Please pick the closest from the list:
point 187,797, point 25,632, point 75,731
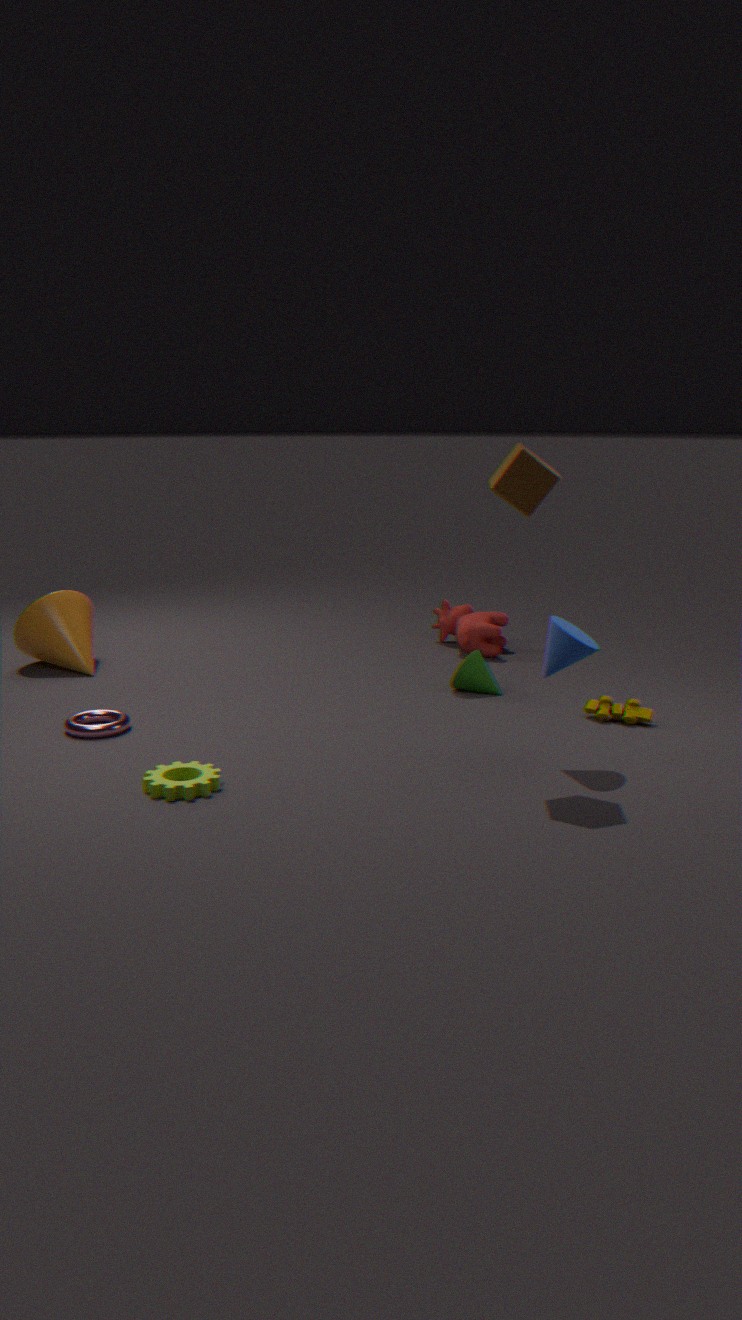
point 187,797
